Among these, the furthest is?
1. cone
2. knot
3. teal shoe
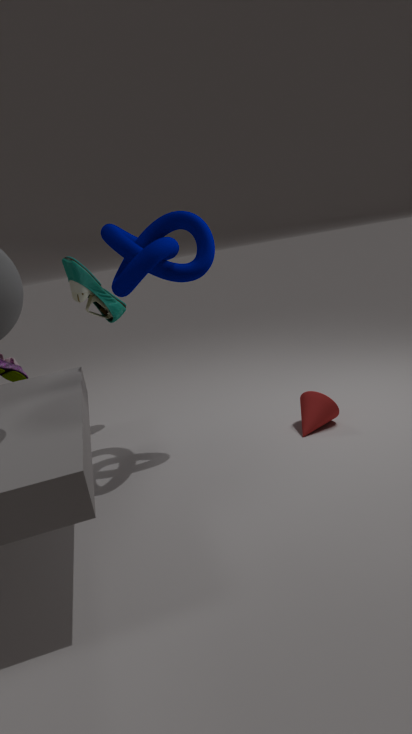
teal shoe
